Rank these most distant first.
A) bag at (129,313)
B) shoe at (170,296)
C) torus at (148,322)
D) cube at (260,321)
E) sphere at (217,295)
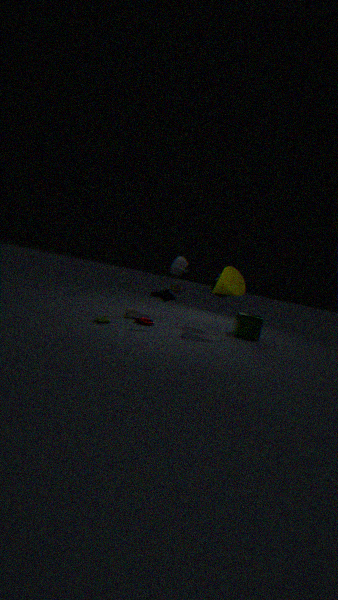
1. cube at (260,321)
2. sphere at (217,295)
3. bag at (129,313)
4. torus at (148,322)
5. shoe at (170,296)
